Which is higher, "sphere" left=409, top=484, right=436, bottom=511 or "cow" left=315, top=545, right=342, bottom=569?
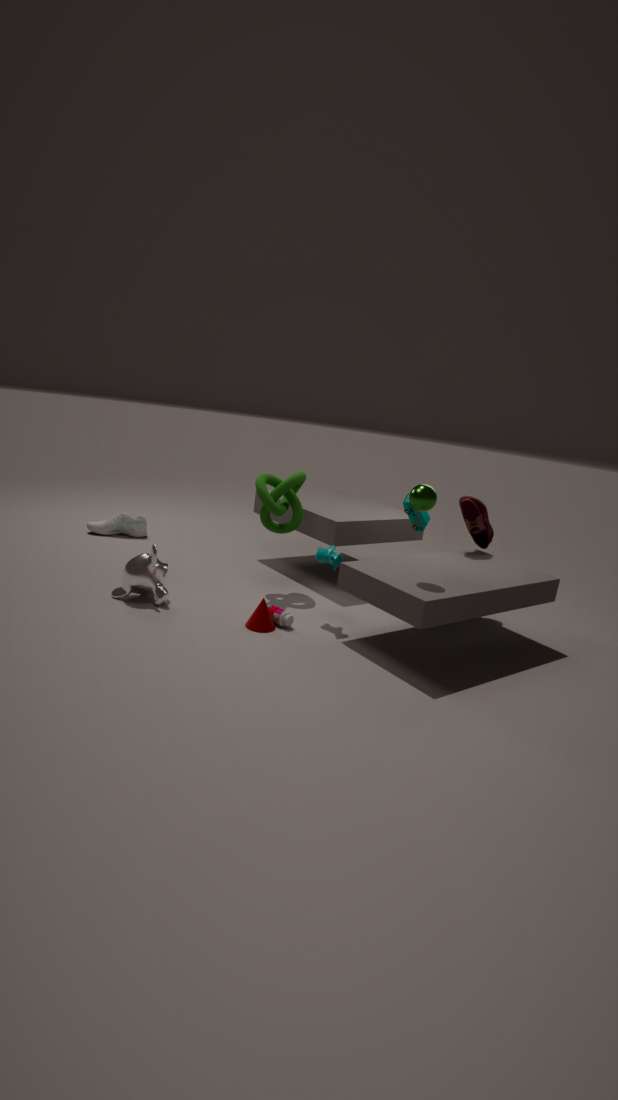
"sphere" left=409, top=484, right=436, bottom=511
